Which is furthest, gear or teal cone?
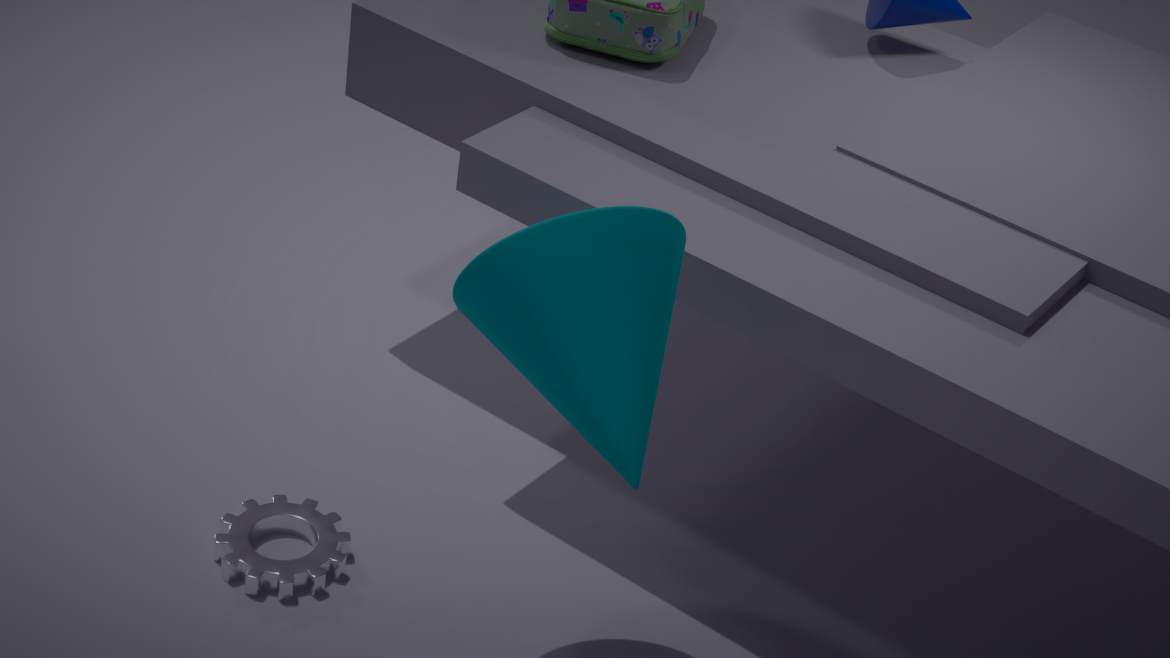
gear
